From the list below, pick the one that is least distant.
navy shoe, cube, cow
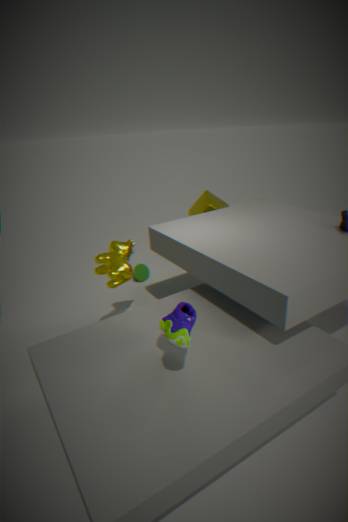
navy shoe
